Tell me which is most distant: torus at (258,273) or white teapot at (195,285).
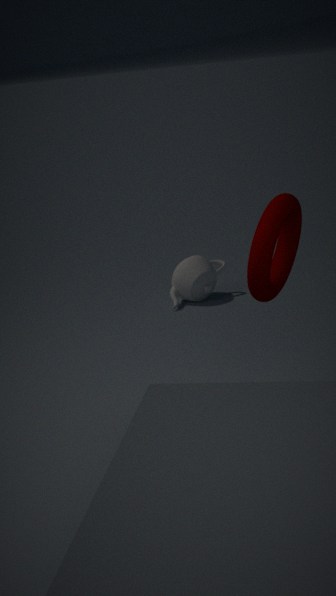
white teapot at (195,285)
